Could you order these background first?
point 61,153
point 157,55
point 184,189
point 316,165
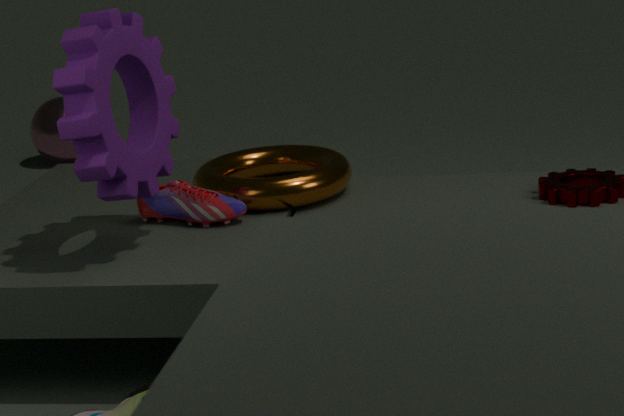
1. point 61,153
2. point 316,165
3. point 184,189
4. point 157,55
